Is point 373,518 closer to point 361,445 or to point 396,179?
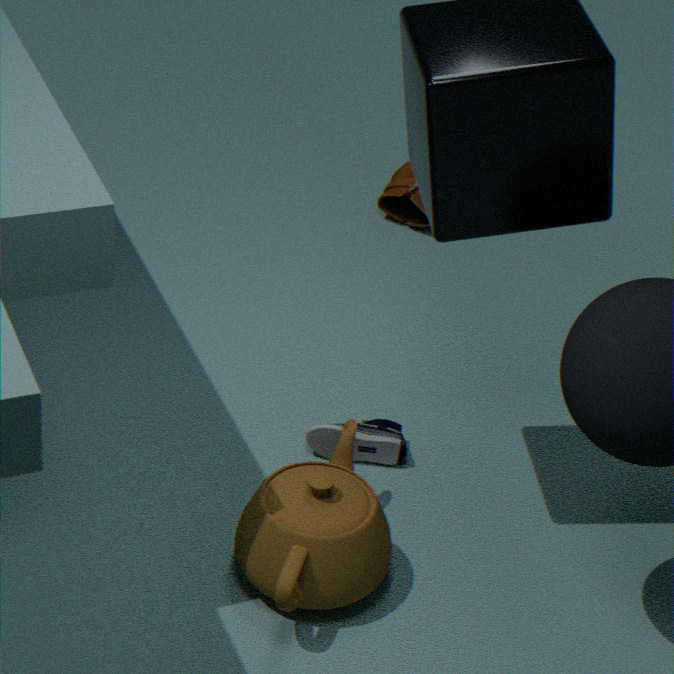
point 361,445
